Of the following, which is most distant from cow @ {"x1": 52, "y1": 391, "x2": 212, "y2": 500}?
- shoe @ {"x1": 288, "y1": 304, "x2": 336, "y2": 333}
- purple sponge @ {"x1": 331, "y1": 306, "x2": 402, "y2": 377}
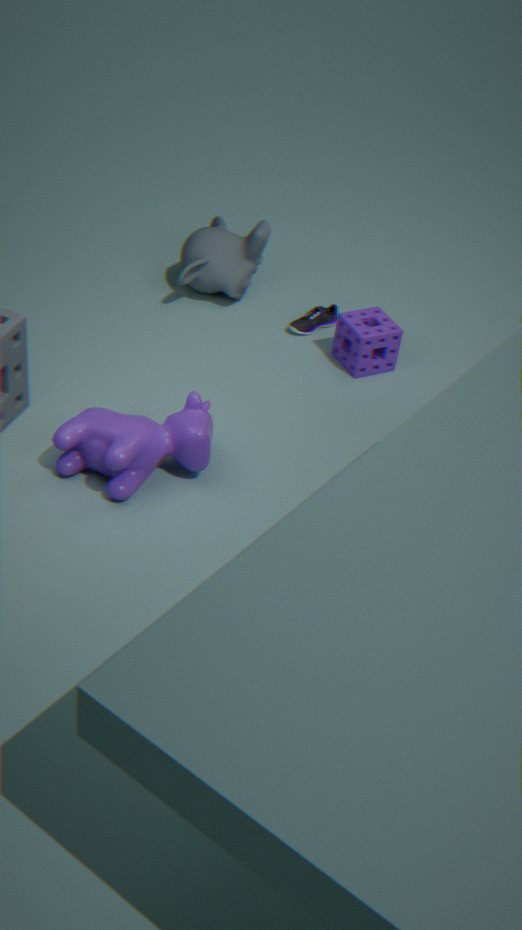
shoe @ {"x1": 288, "y1": 304, "x2": 336, "y2": 333}
